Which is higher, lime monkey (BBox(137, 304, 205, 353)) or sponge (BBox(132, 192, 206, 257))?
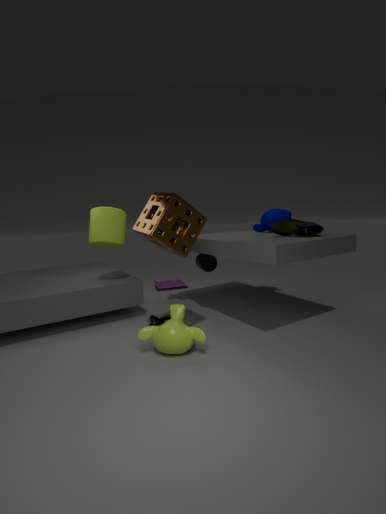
sponge (BBox(132, 192, 206, 257))
